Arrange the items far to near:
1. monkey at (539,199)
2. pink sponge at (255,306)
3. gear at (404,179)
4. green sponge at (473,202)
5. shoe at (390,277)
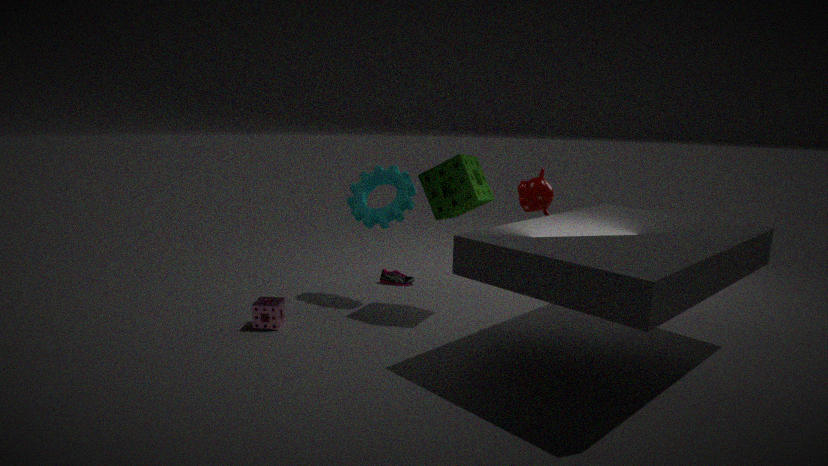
monkey at (539,199) → shoe at (390,277) → gear at (404,179) → green sponge at (473,202) → pink sponge at (255,306)
